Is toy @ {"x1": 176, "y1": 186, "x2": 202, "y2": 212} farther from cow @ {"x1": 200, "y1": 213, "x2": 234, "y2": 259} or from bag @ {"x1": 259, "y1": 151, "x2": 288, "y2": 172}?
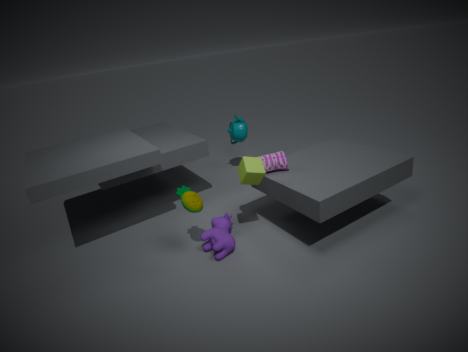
bag @ {"x1": 259, "y1": 151, "x2": 288, "y2": 172}
